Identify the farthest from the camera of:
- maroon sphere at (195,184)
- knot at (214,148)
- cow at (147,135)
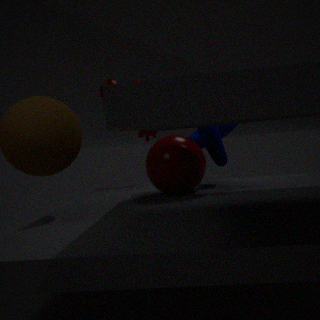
cow at (147,135)
